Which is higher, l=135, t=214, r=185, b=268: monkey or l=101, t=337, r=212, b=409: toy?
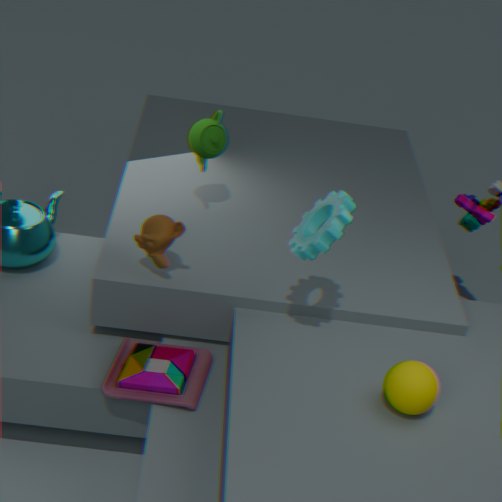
l=135, t=214, r=185, b=268: monkey
